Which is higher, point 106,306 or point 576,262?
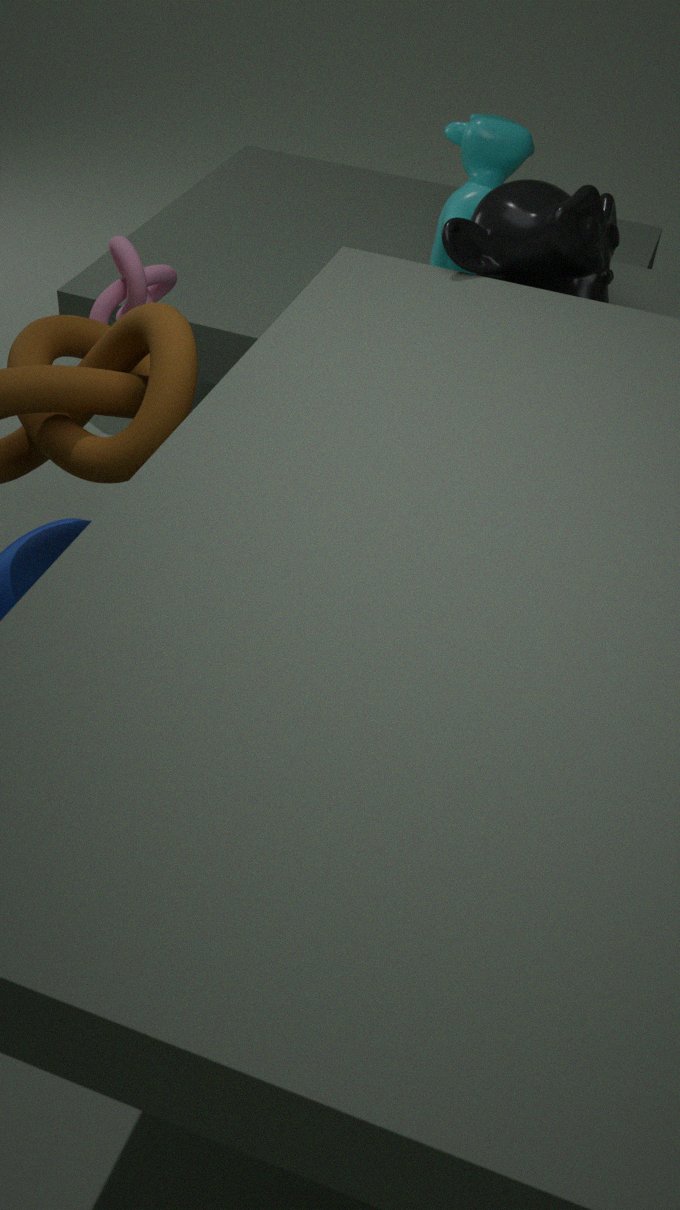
point 576,262
